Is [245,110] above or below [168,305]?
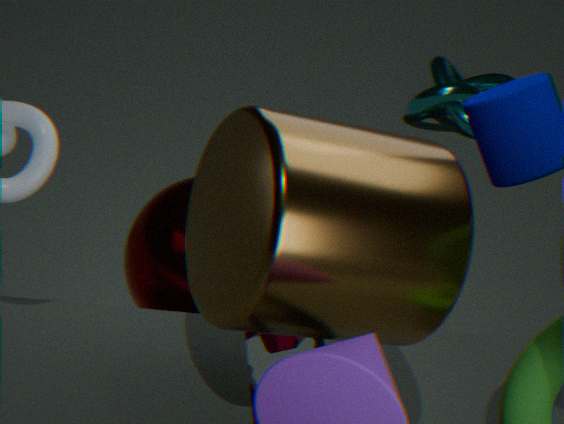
above
